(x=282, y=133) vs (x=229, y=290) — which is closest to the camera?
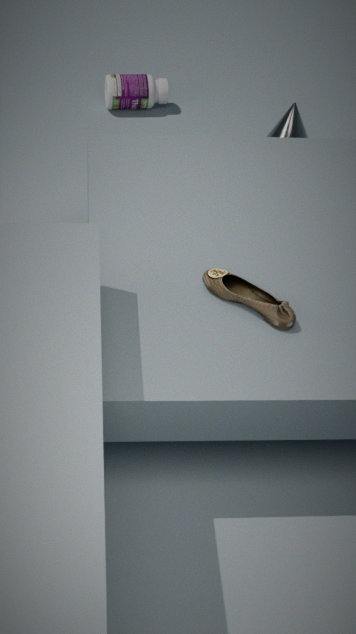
(x=229, y=290)
